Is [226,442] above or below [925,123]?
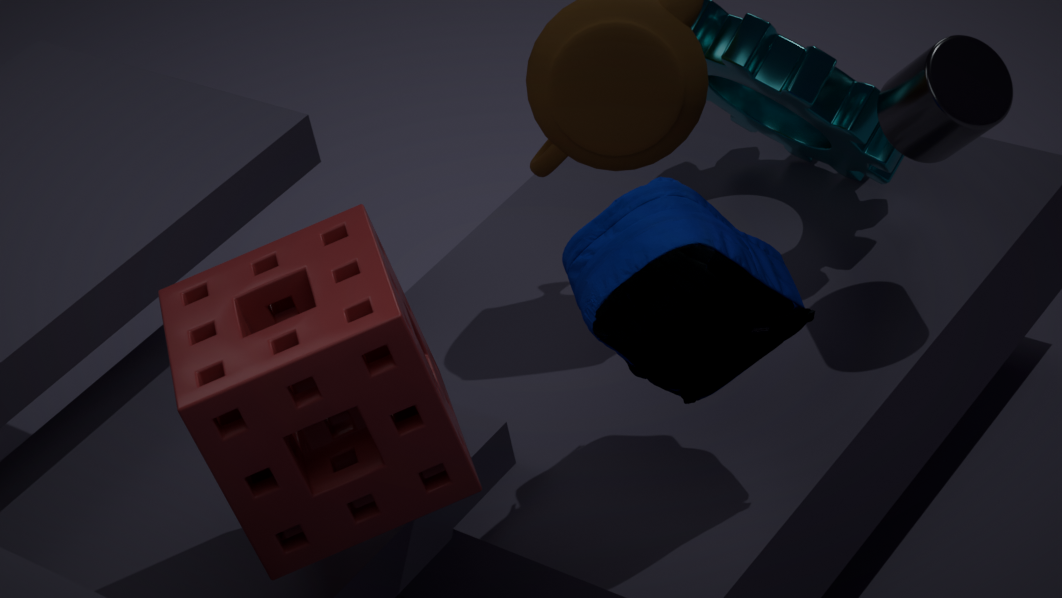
above
